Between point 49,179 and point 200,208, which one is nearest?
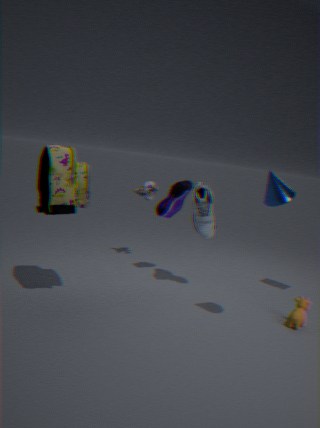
point 49,179
